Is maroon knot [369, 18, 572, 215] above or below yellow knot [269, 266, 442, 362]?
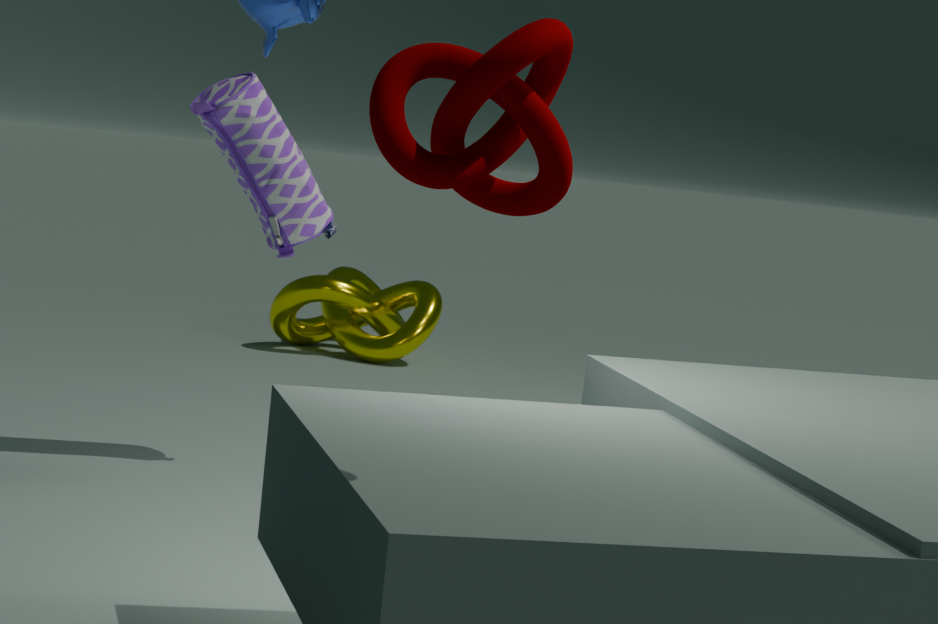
above
